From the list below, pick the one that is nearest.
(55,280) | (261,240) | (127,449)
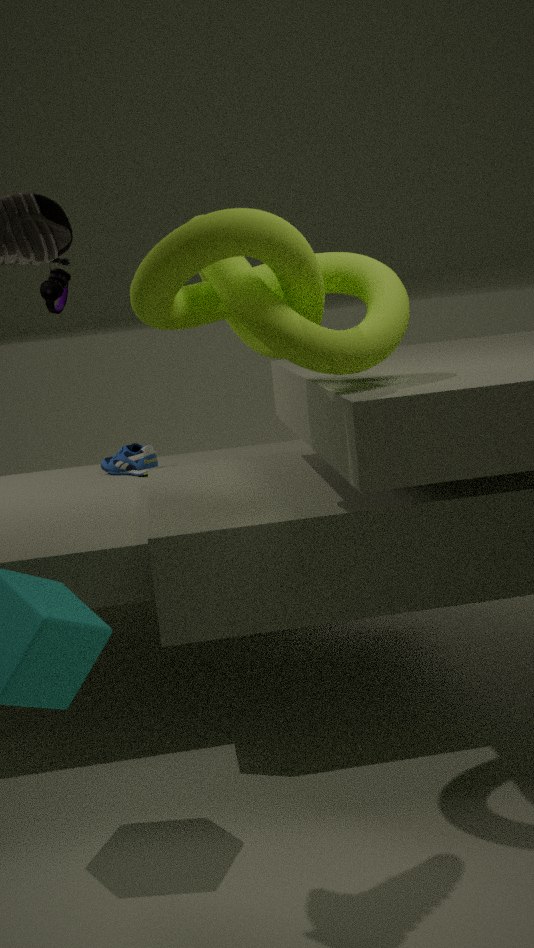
(261,240)
